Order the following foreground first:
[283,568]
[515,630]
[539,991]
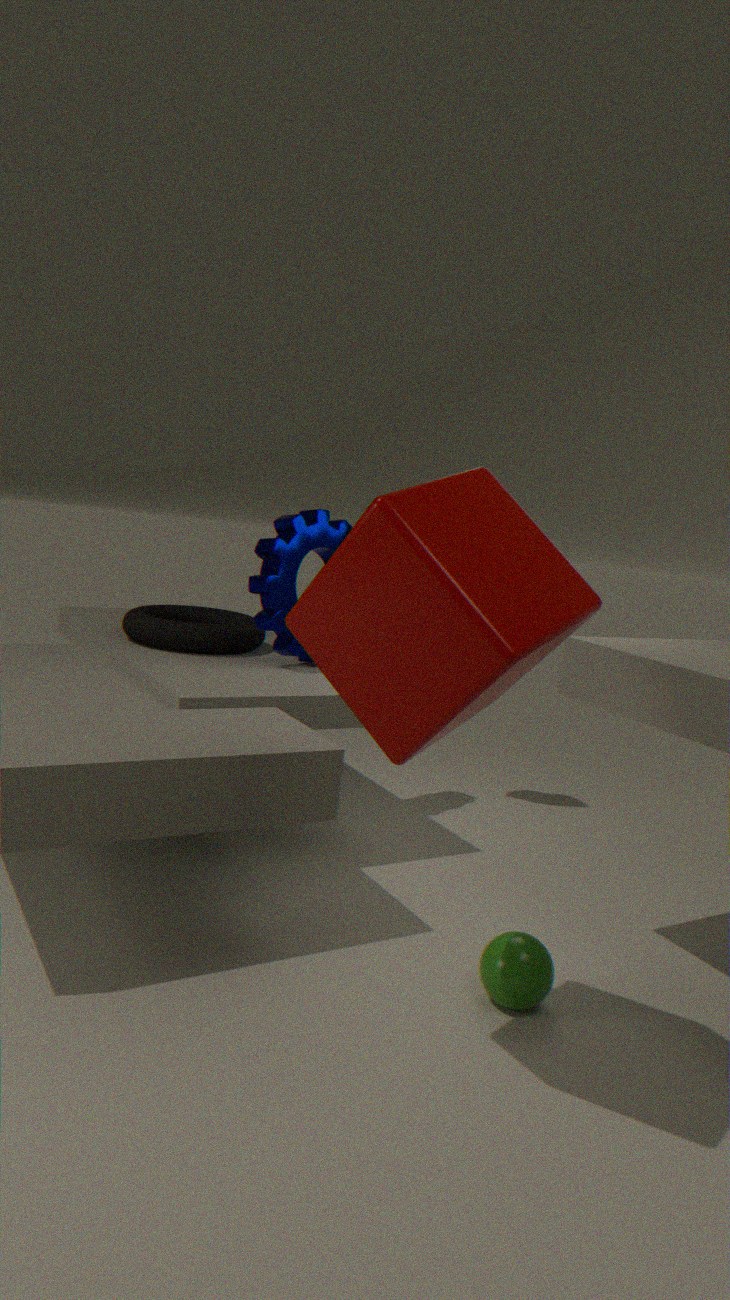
[515,630], [539,991], [283,568]
